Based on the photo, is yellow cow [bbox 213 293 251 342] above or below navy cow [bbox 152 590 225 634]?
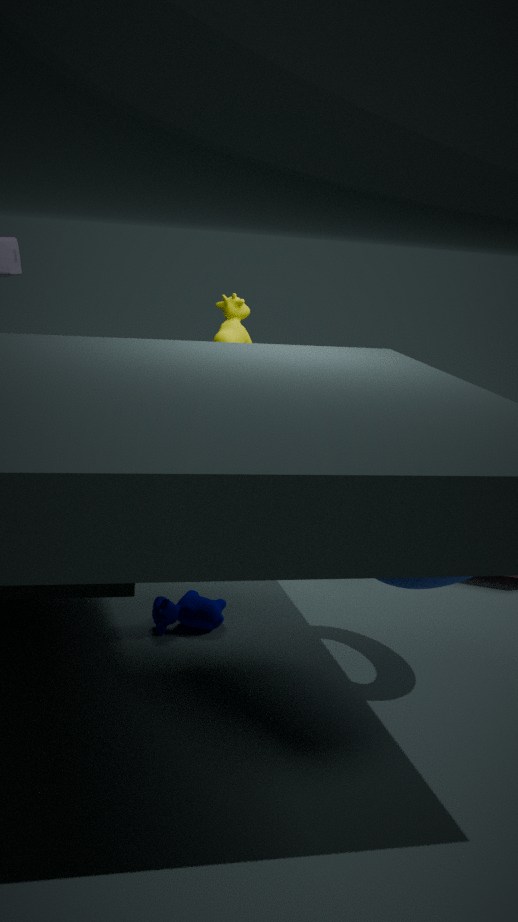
above
